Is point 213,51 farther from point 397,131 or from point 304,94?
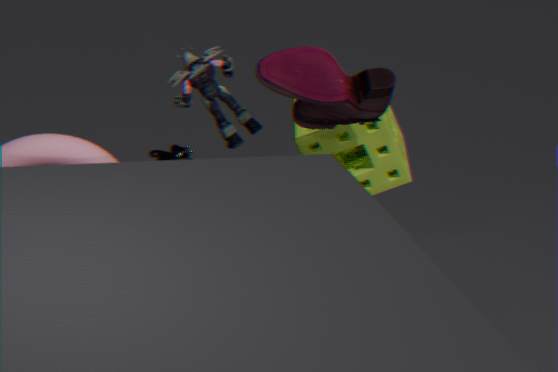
point 397,131
